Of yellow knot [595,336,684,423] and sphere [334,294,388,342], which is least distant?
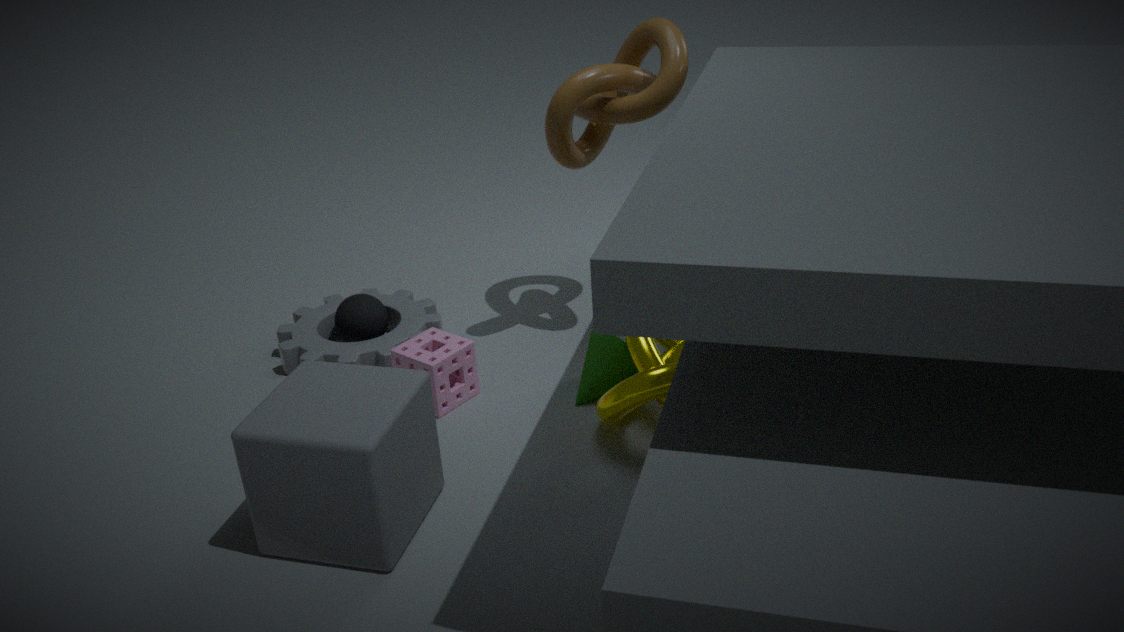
yellow knot [595,336,684,423]
